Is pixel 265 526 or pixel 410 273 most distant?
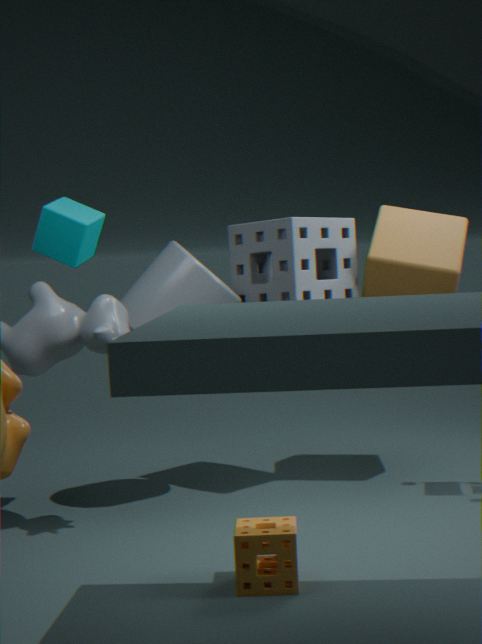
pixel 410 273
